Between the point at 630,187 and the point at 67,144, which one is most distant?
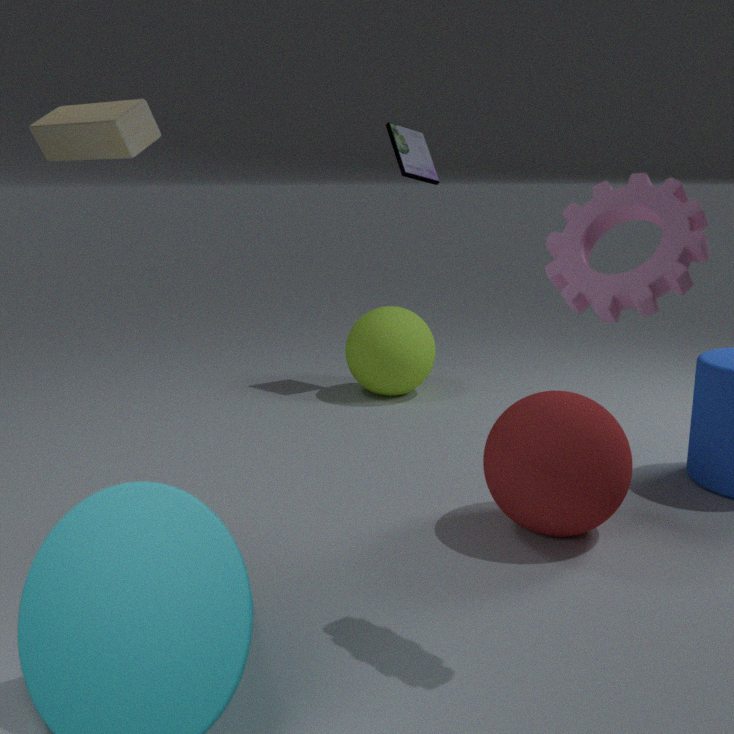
the point at 67,144
